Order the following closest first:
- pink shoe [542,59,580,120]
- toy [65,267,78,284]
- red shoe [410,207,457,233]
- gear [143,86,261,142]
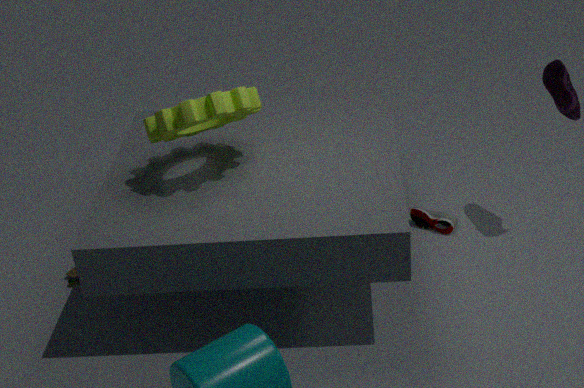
gear [143,86,261,142]
pink shoe [542,59,580,120]
toy [65,267,78,284]
red shoe [410,207,457,233]
